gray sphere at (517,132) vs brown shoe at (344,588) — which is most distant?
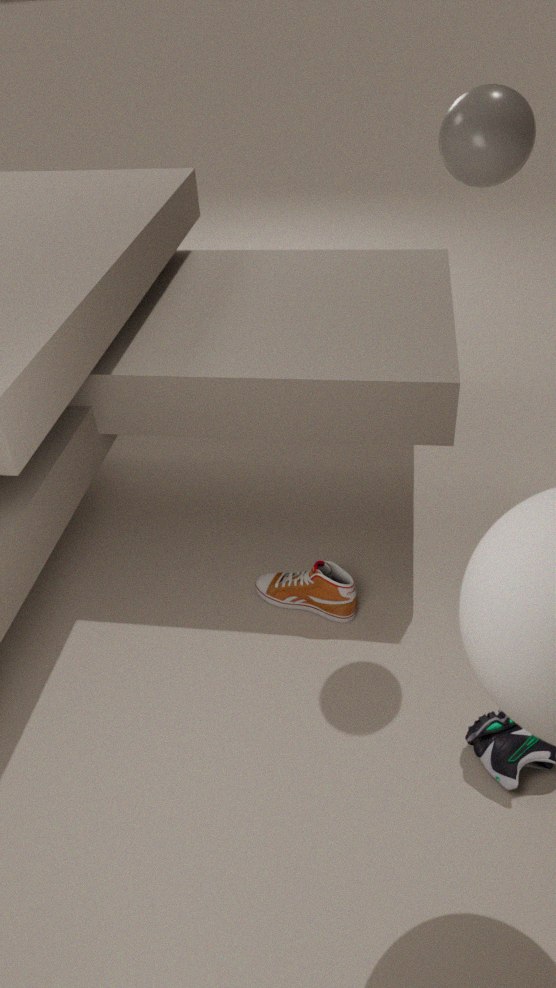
brown shoe at (344,588)
